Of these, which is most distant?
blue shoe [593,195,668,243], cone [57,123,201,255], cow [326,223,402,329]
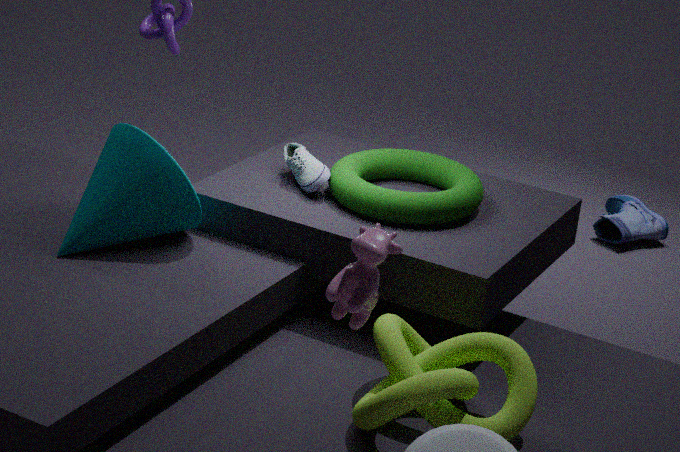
blue shoe [593,195,668,243]
